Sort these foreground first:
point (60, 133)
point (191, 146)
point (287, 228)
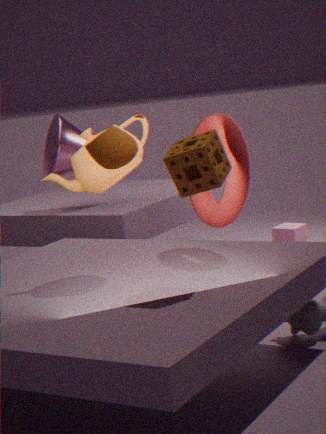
point (191, 146)
point (60, 133)
point (287, 228)
